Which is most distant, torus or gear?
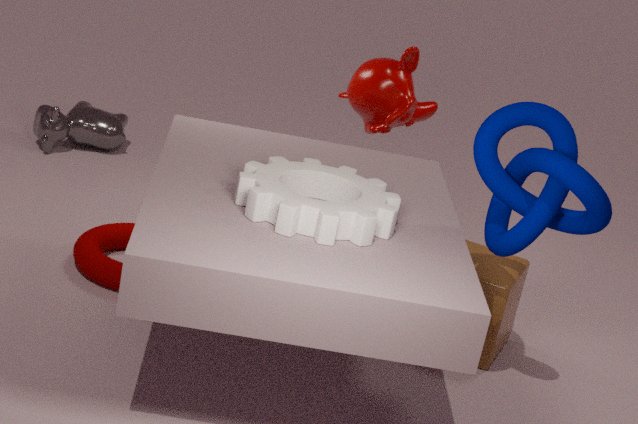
torus
